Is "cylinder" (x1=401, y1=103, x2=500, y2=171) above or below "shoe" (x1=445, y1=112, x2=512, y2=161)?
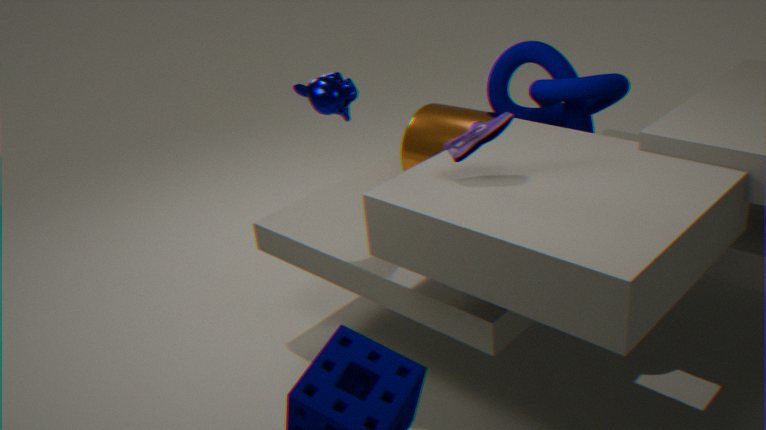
below
